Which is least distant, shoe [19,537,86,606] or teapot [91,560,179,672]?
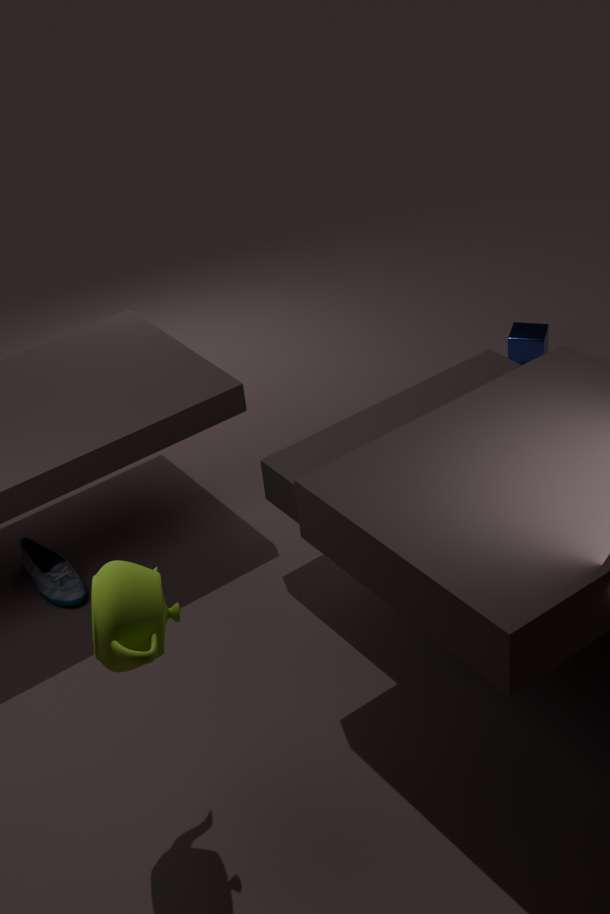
teapot [91,560,179,672]
